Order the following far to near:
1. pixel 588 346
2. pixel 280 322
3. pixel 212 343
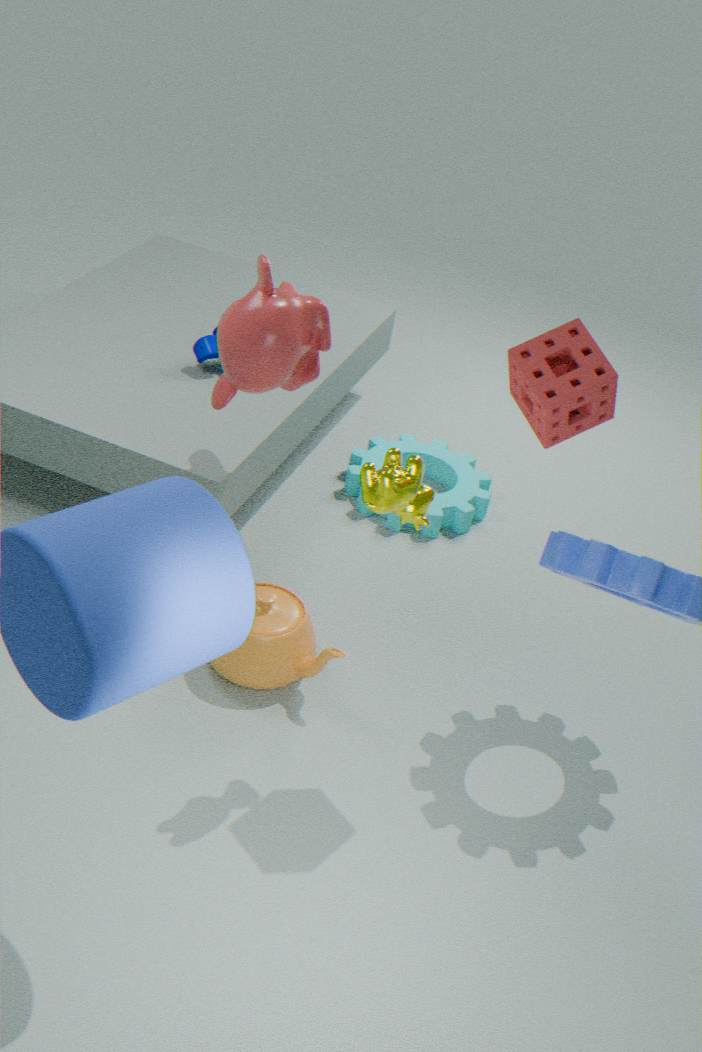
pixel 212 343, pixel 280 322, pixel 588 346
